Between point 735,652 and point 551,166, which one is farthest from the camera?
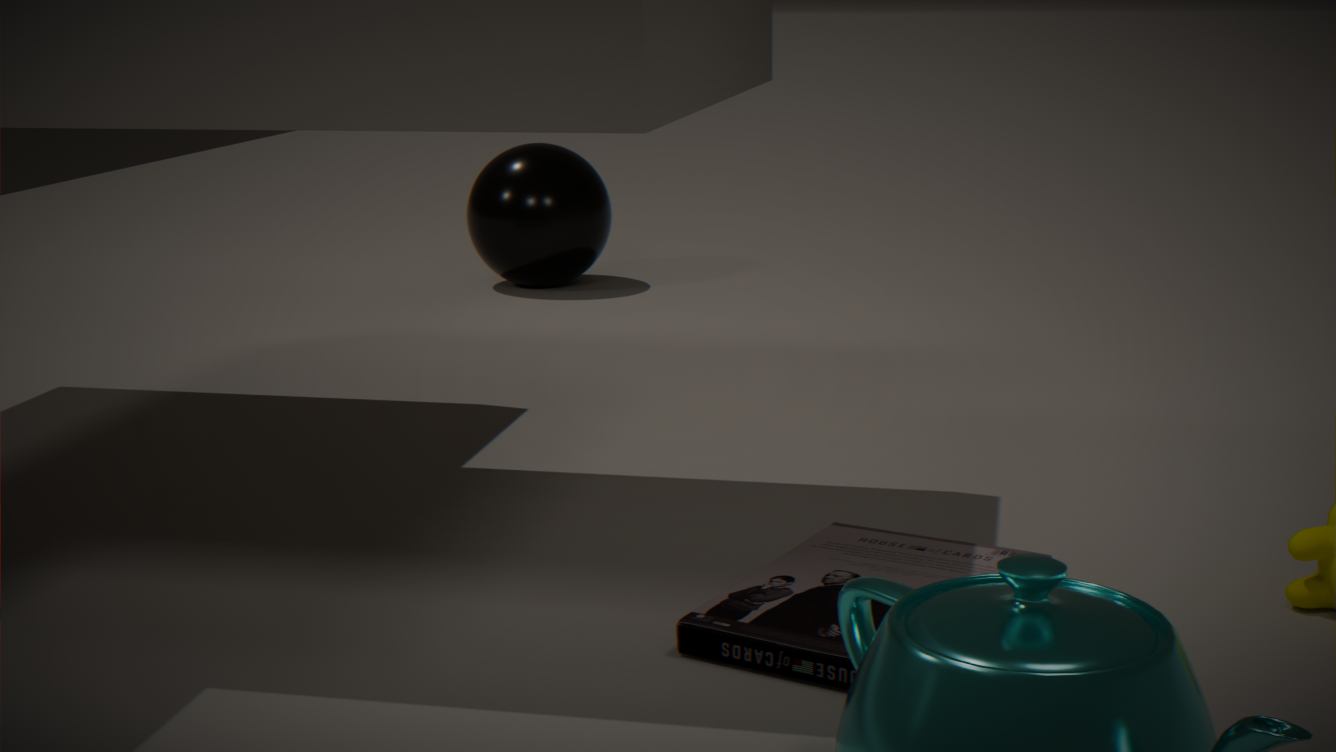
point 551,166
